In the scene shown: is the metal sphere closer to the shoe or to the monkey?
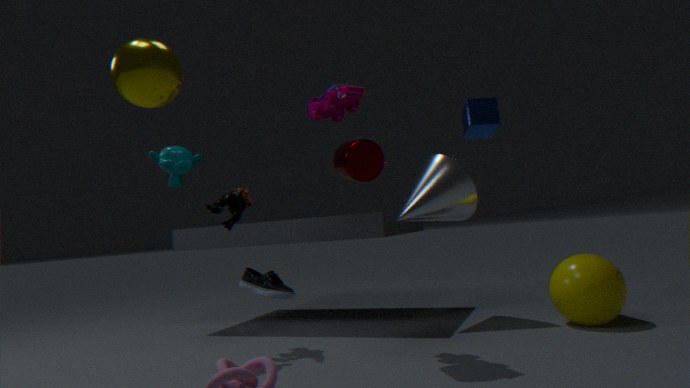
the shoe
